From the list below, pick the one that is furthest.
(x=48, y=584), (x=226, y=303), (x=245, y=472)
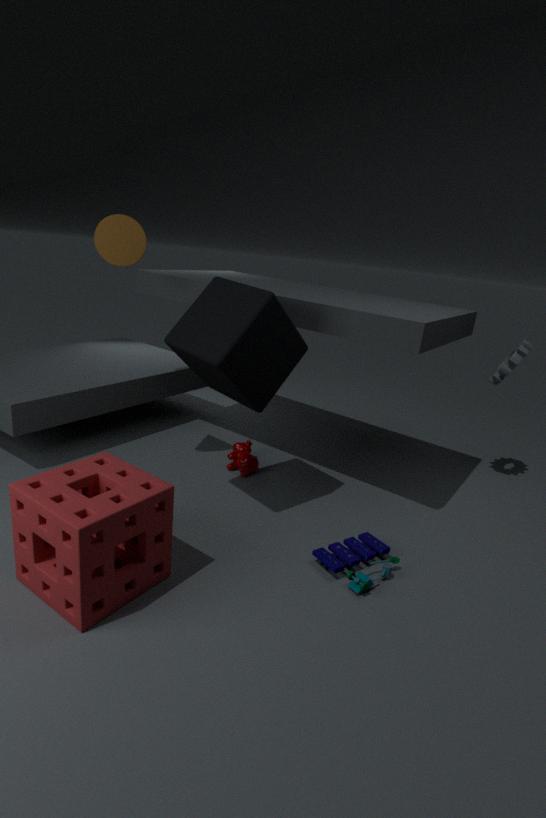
(x=245, y=472)
